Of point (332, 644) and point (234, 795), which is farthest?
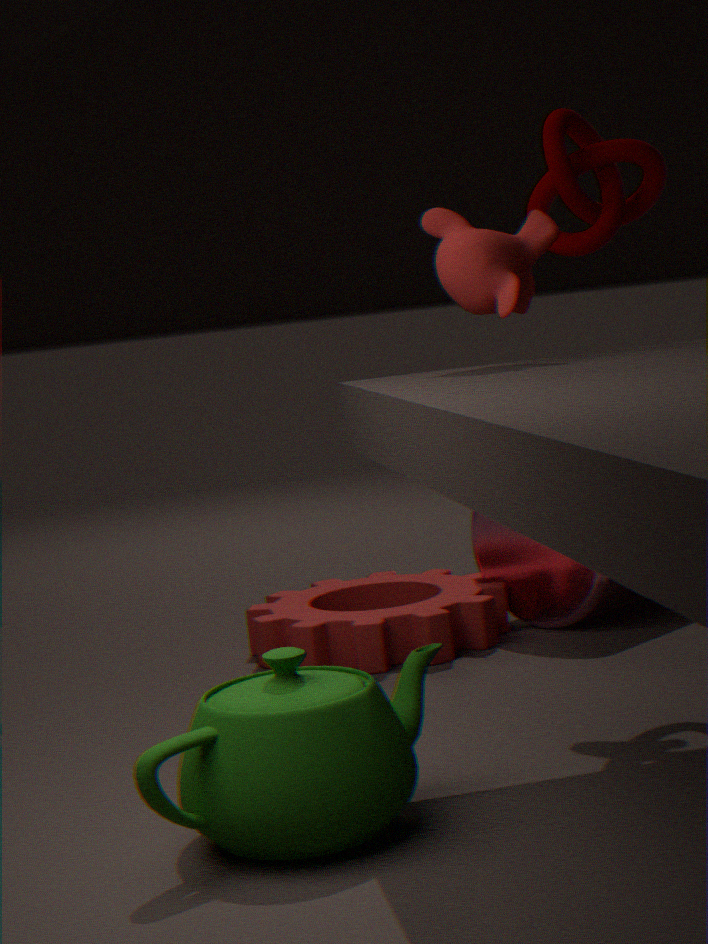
point (332, 644)
